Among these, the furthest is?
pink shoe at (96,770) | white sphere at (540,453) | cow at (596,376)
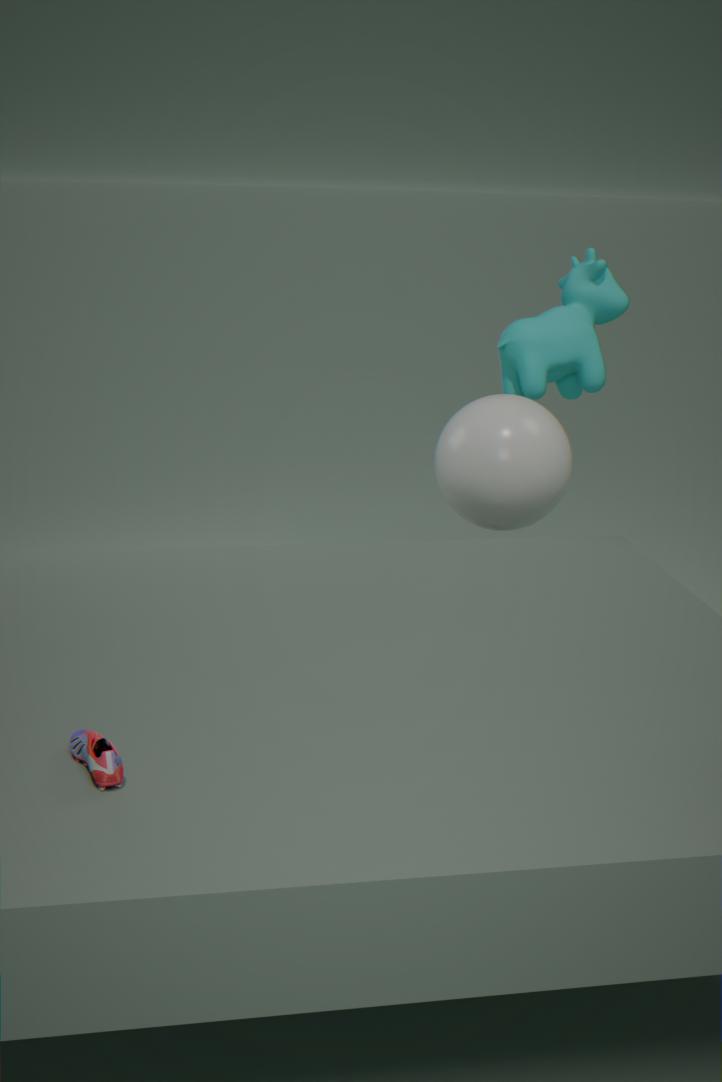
cow at (596,376)
